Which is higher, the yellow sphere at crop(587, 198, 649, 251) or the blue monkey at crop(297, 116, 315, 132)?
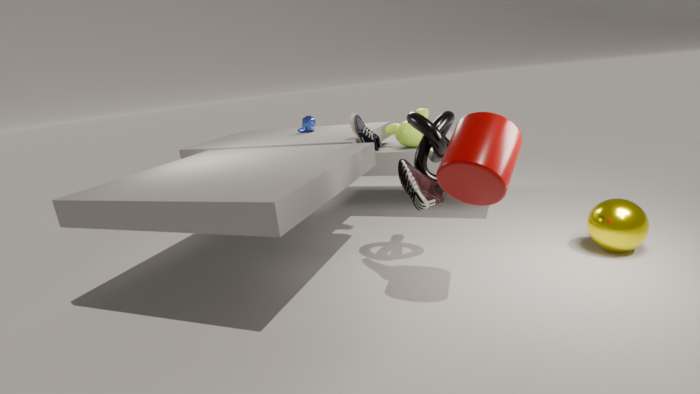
the blue monkey at crop(297, 116, 315, 132)
